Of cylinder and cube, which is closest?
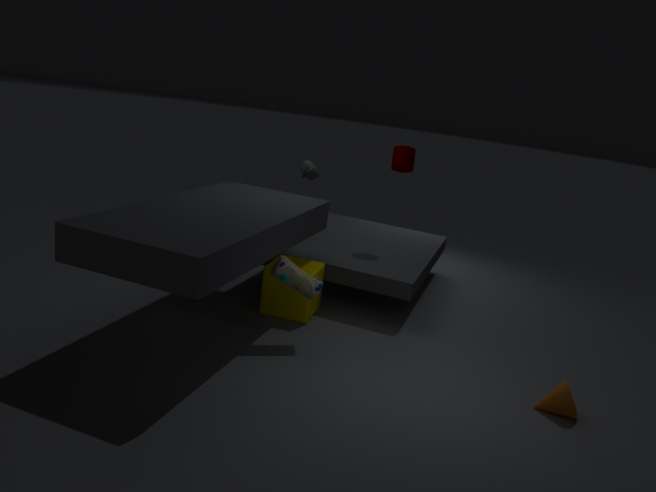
cube
